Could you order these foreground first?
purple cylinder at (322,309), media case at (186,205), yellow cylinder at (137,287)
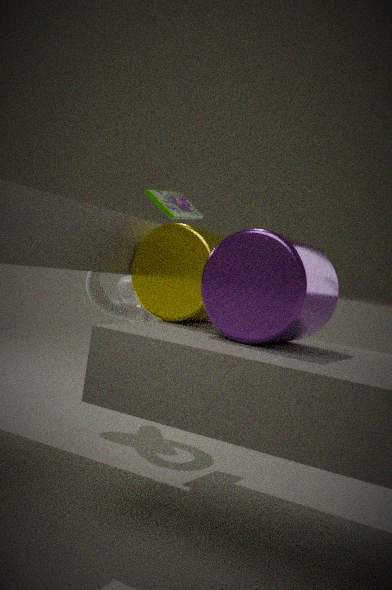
purple cylinder at (322,309)
yellow cylinder at (137,287)
media case at (186,205)
